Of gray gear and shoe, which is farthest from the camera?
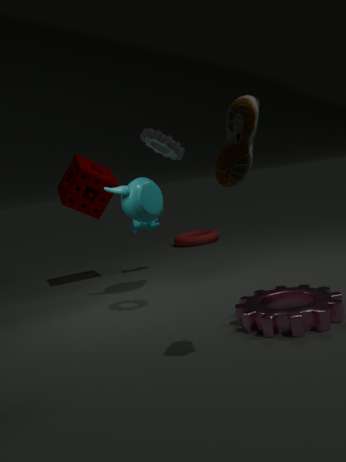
gray gear
